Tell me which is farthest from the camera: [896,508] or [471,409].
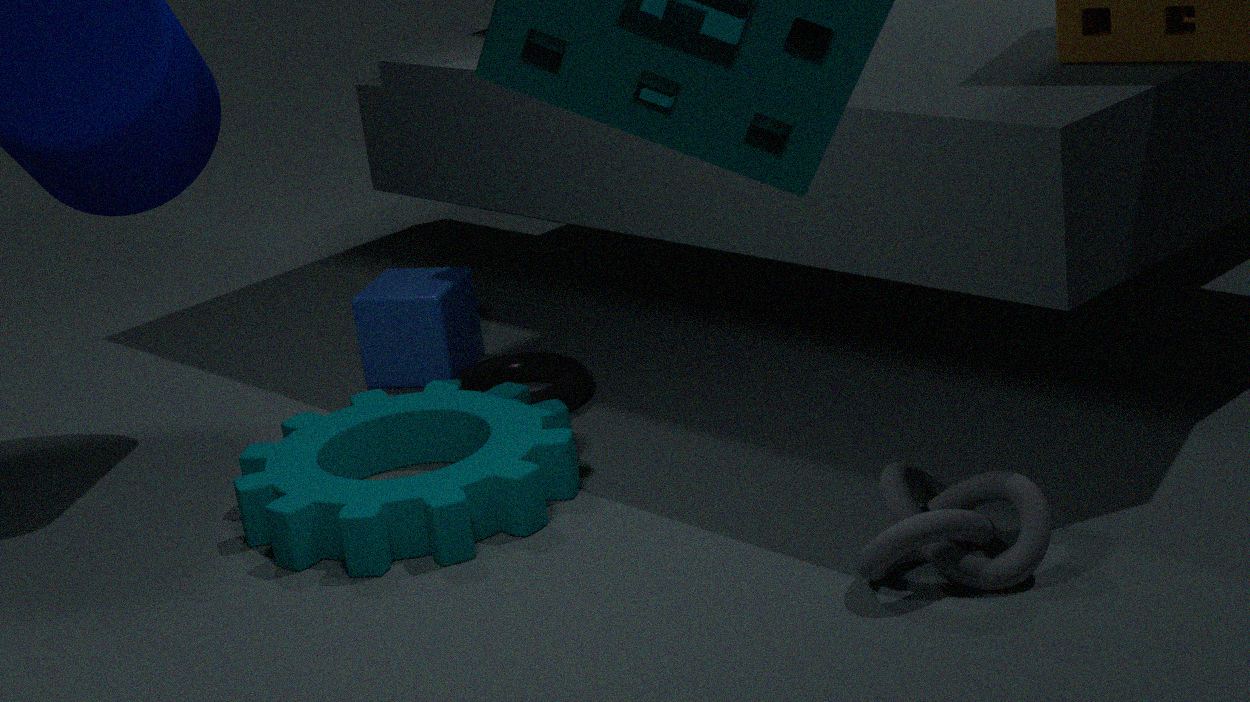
[471,409]
